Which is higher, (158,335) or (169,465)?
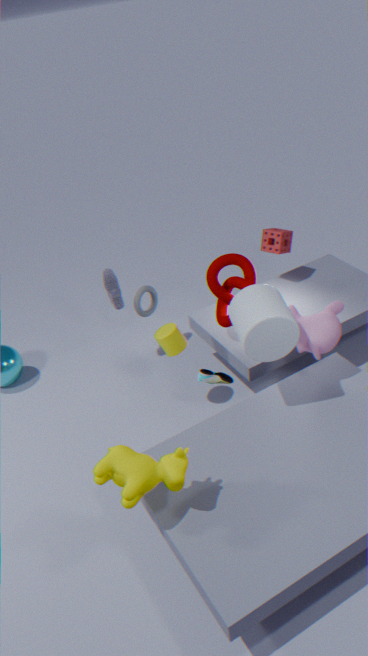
(169,465)
